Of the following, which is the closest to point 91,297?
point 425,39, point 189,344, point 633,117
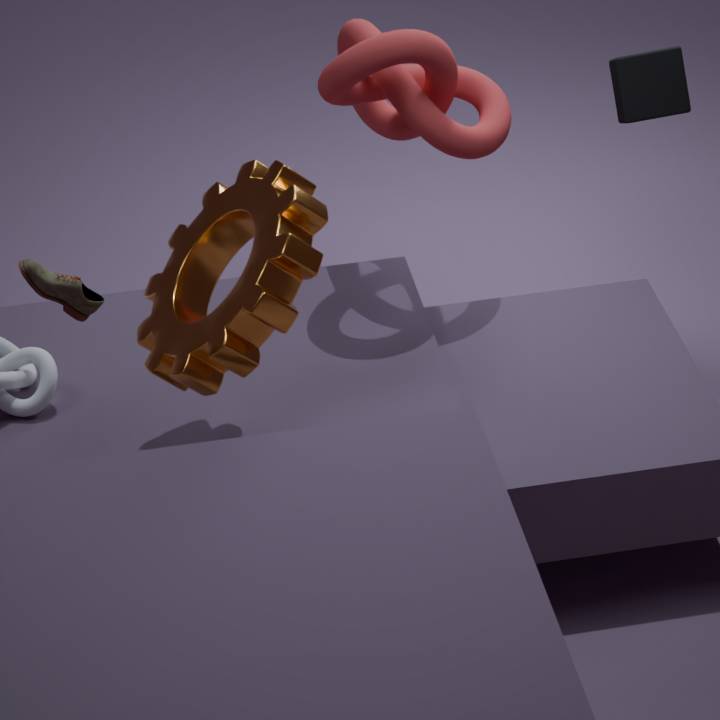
point 189,344
